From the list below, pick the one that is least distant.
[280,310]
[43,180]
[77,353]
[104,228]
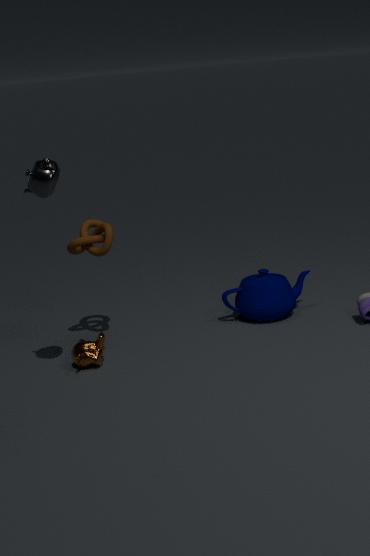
[43,180]
